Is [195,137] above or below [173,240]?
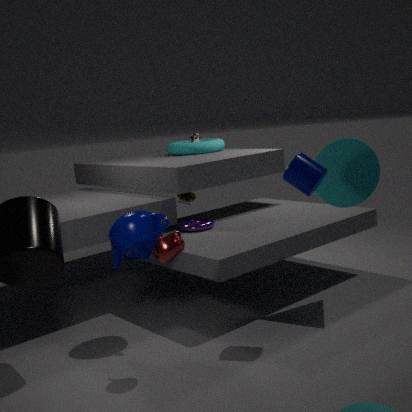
above
